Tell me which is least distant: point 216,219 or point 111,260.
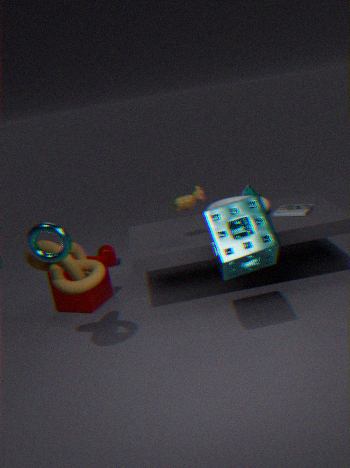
point 216,219
